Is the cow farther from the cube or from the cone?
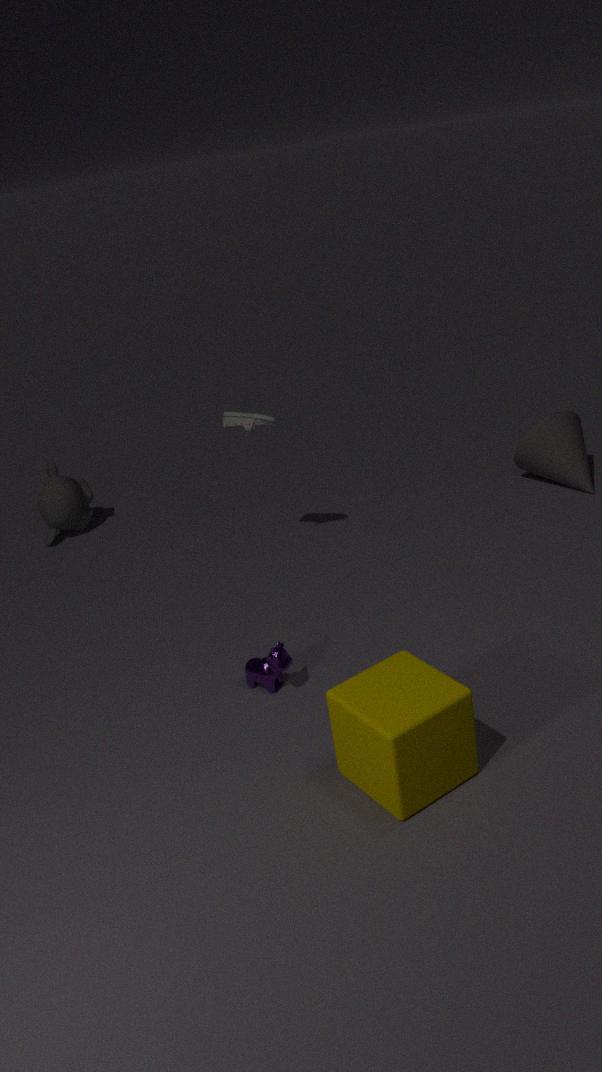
the cone
